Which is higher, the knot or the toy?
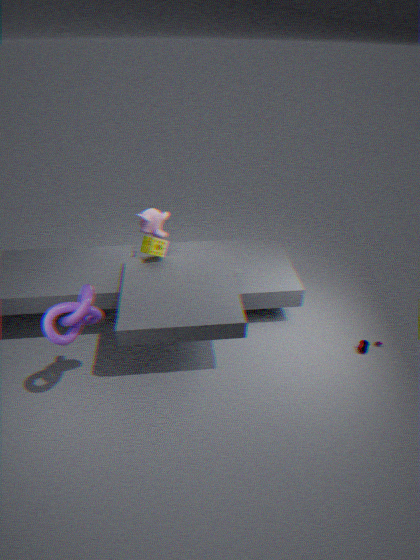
the knot
